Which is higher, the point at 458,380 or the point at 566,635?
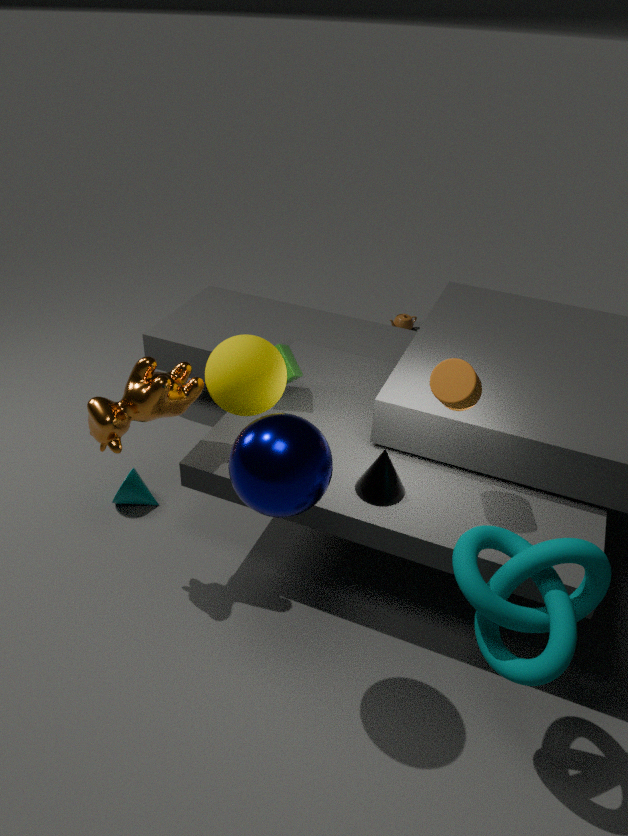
the point at 458,380
